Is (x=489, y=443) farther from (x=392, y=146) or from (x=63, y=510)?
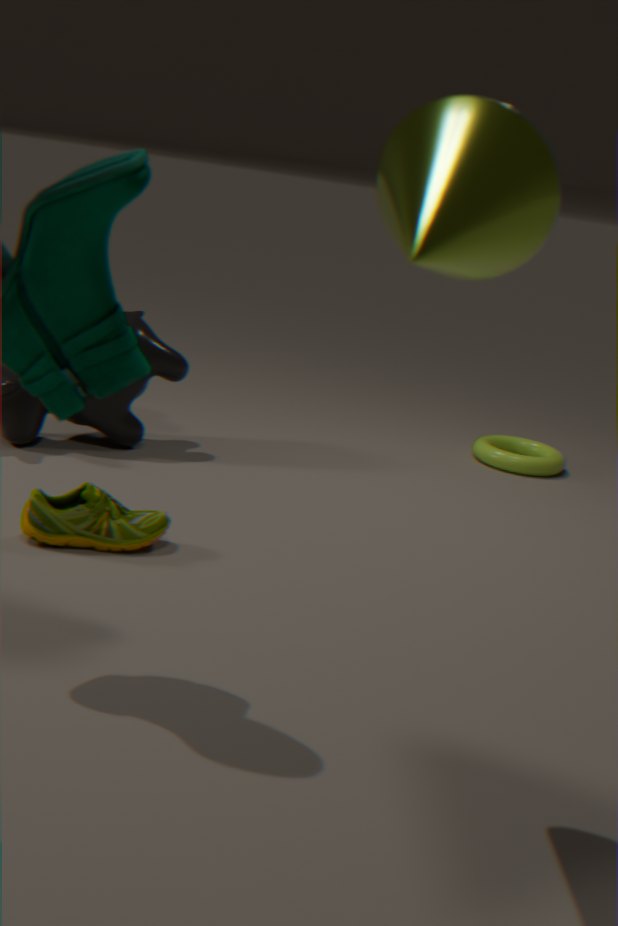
(x=392, y=146)
